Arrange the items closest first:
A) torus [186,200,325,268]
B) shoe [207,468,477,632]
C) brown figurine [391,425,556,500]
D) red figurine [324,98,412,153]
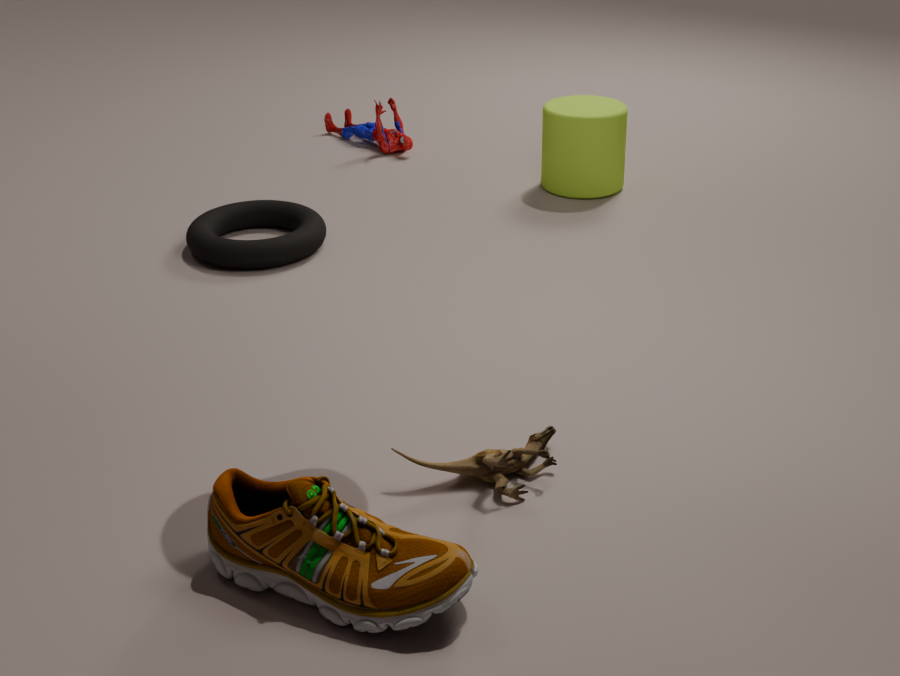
shoe [207,468,477,632]
brown figurine [391,425,556,500]
torus [186,200,325,268]
red figurine [324,98,412,153]
